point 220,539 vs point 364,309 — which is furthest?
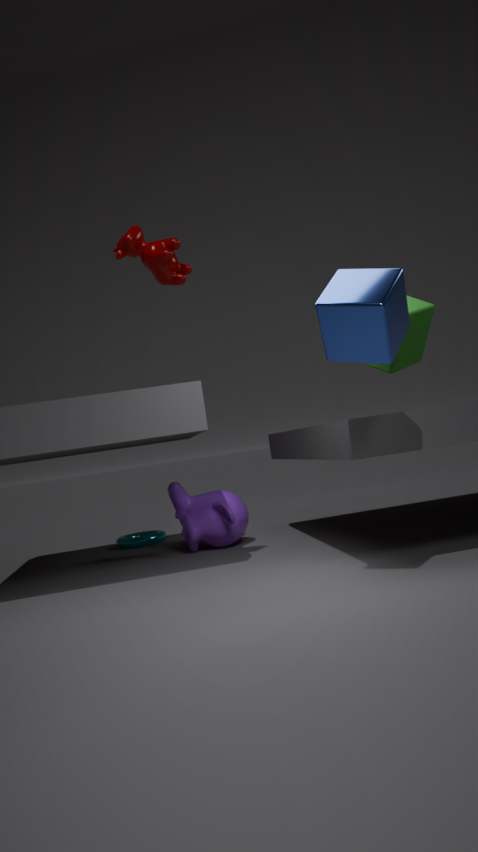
point 220,539
